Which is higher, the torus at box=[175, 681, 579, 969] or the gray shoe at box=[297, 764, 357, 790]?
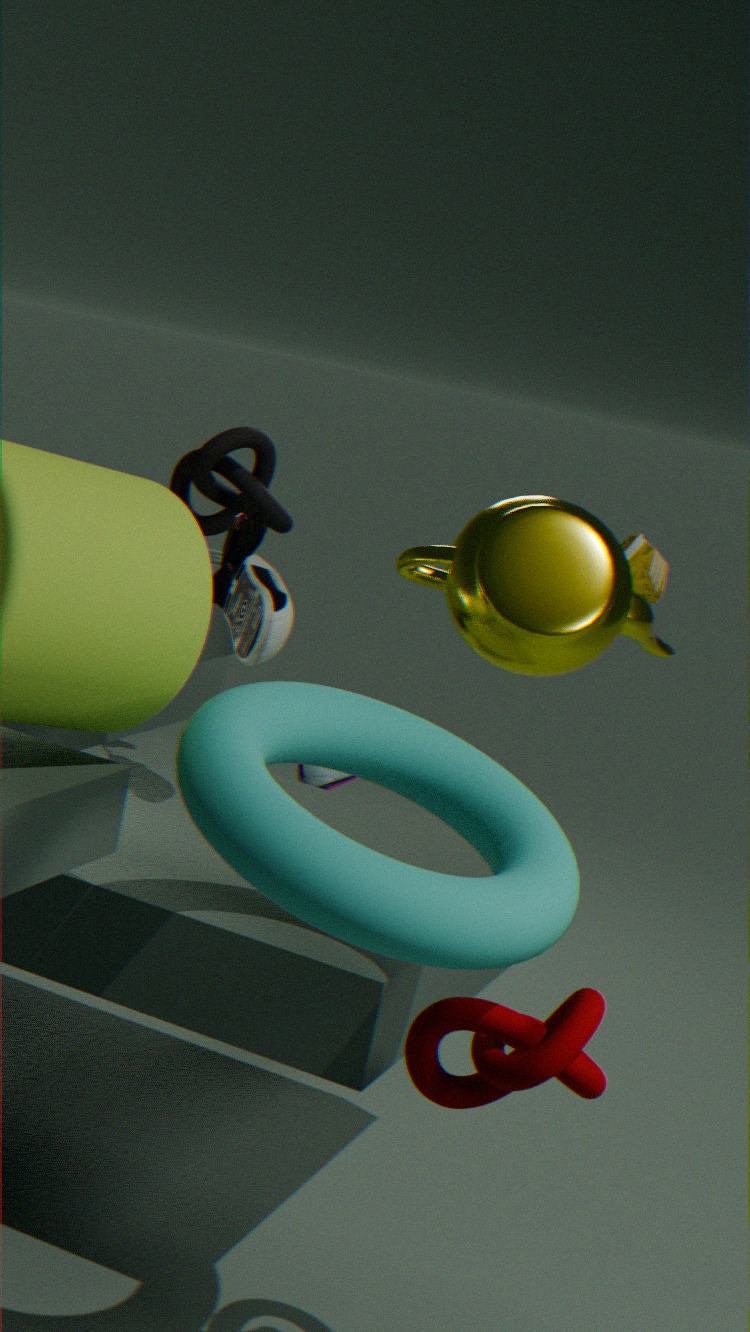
the torus at box=[175, 681, 579, 969]
